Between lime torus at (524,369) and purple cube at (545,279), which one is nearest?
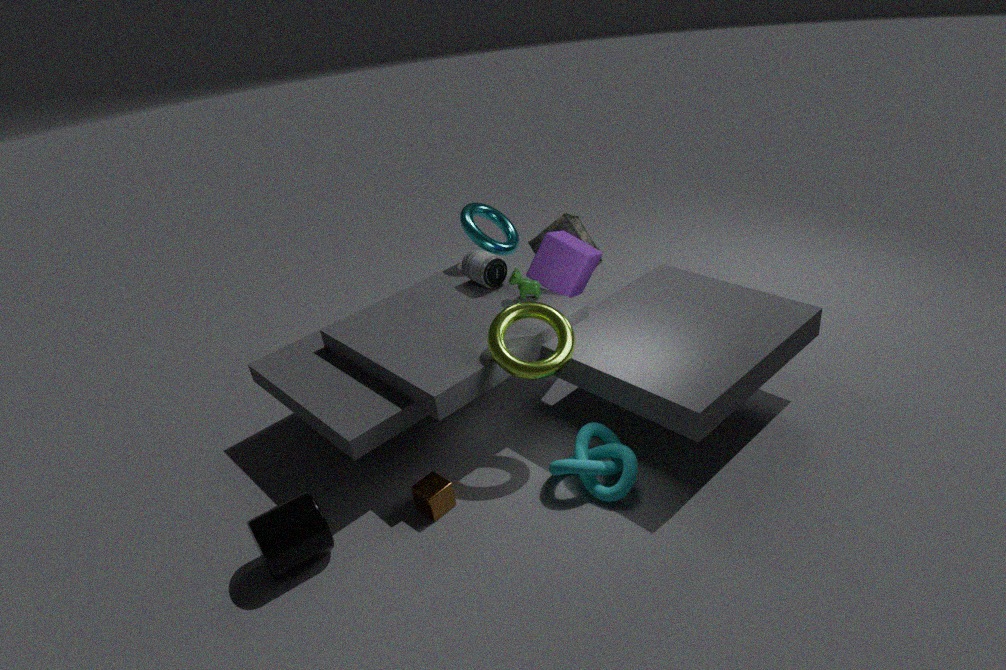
lime torus at (524,369)
